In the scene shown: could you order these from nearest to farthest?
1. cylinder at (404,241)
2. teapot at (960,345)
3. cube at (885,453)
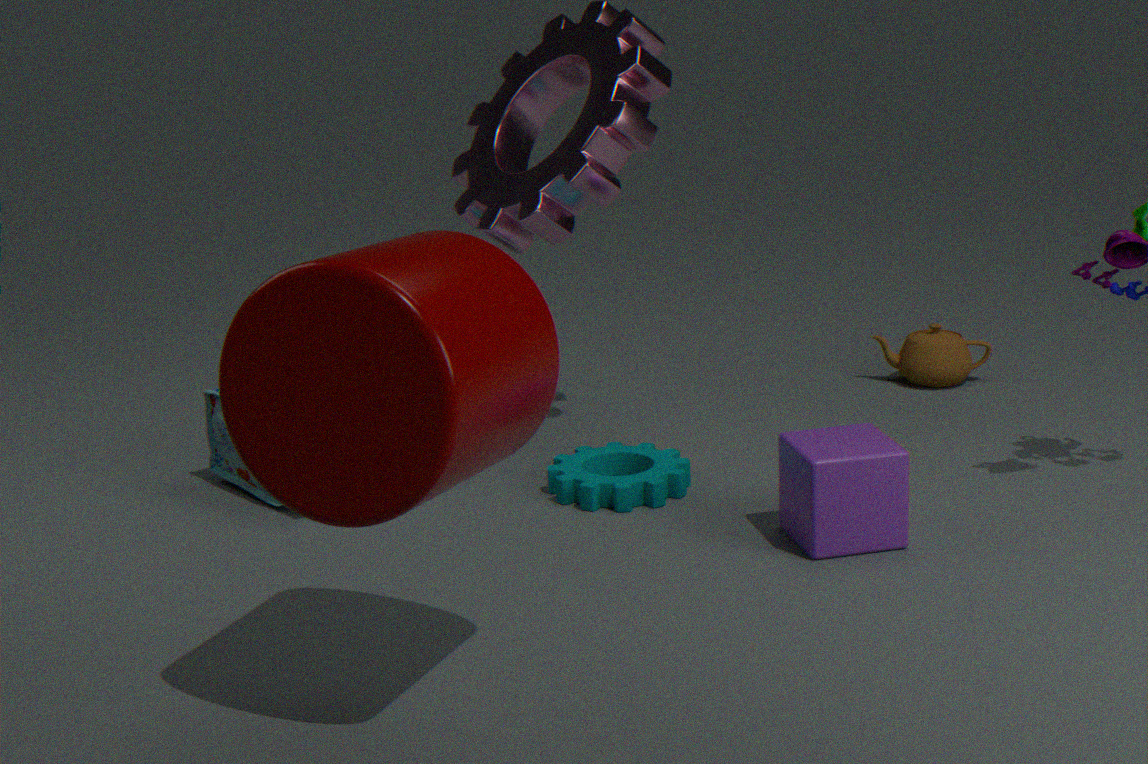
cylinder at (404,241)
cube at (885,453)
teapot at (960,345)
